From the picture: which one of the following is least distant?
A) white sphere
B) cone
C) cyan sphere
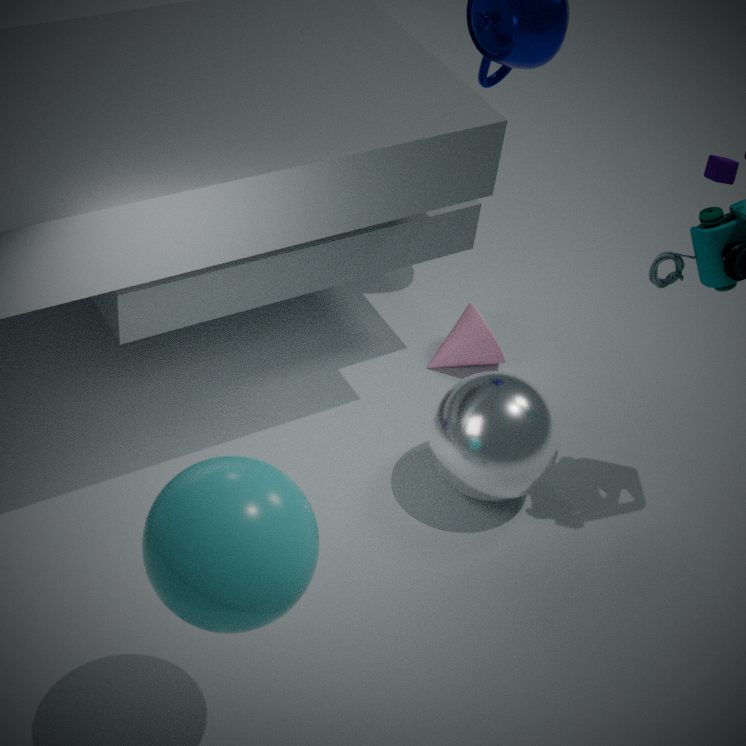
cyan sphere
